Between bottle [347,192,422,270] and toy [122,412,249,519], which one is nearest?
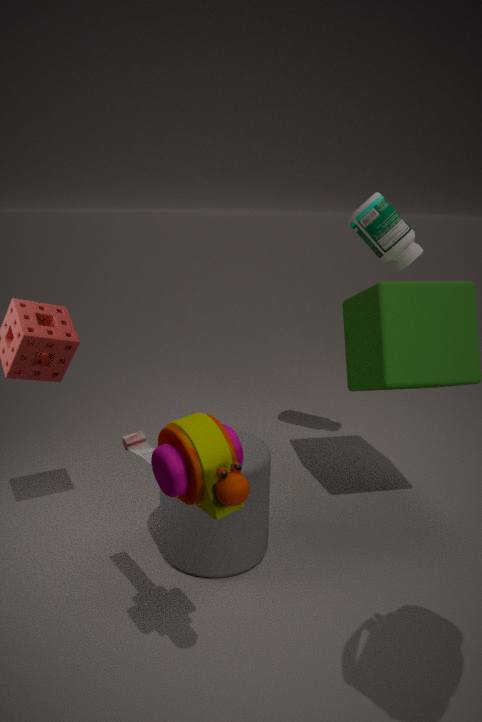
toy [122,412,249,519]
